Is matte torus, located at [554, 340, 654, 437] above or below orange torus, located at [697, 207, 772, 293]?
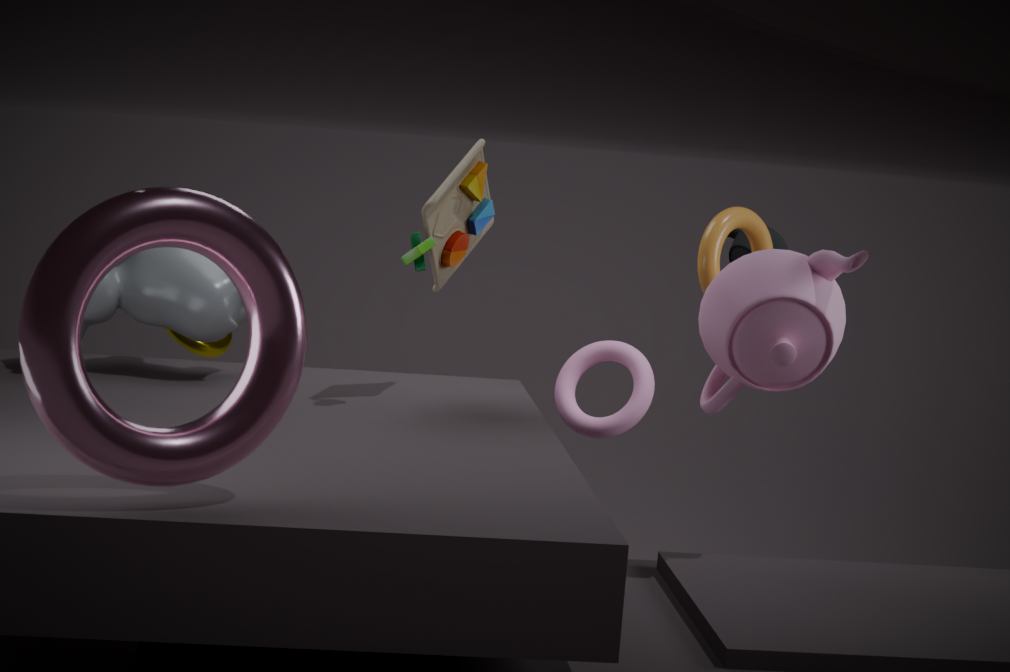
below
